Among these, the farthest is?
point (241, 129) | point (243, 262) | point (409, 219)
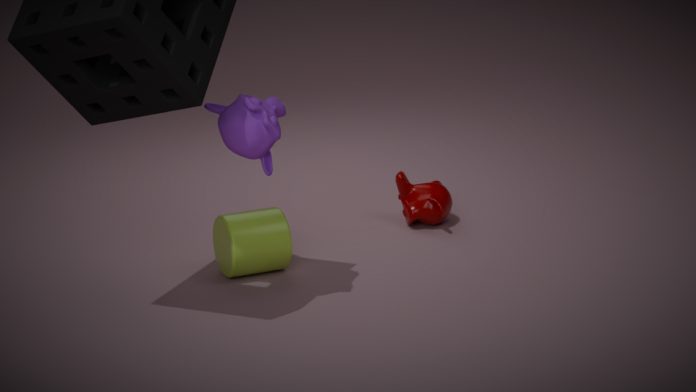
point (409, 219)
